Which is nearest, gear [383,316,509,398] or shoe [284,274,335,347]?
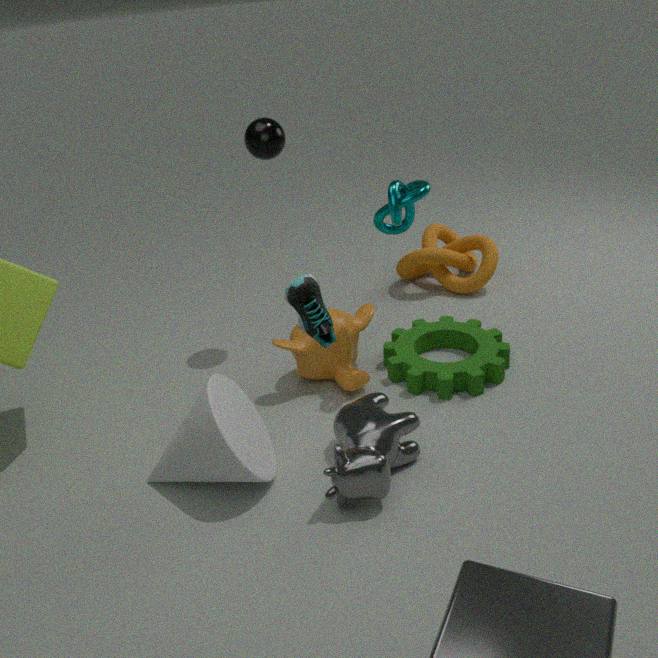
shoe [284,274,335,347]
